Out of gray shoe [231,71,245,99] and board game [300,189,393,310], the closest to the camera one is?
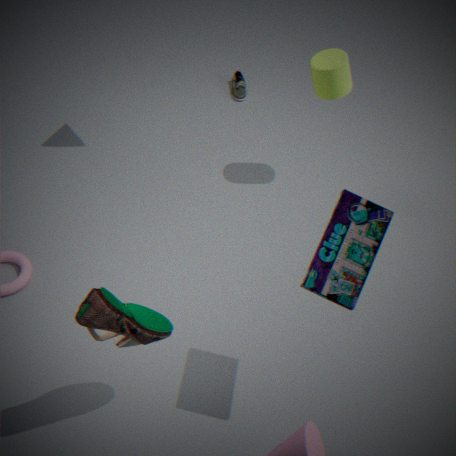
board game [300,189,393,310]
